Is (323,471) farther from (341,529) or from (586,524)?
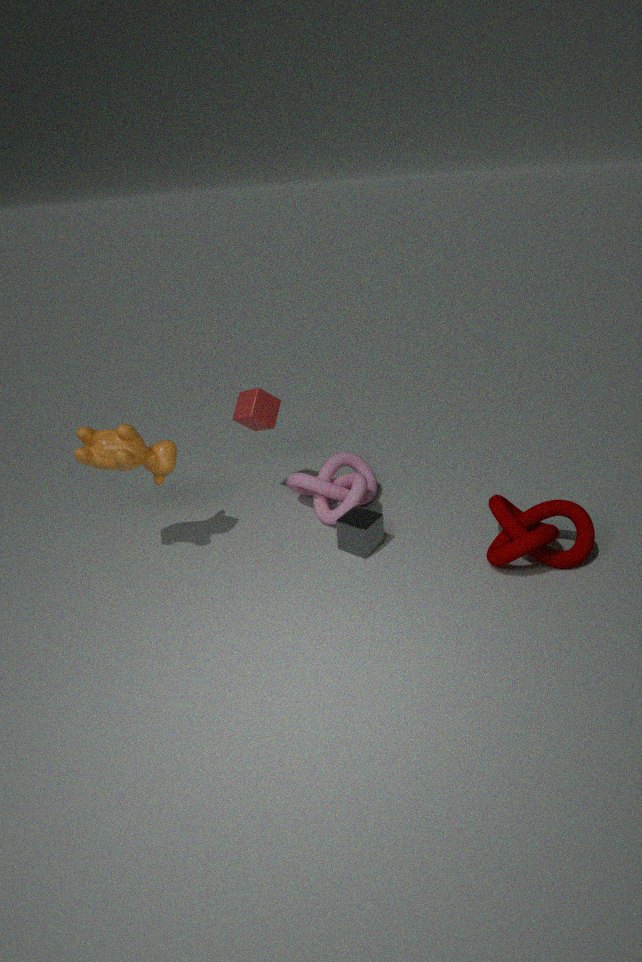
(586,524)
